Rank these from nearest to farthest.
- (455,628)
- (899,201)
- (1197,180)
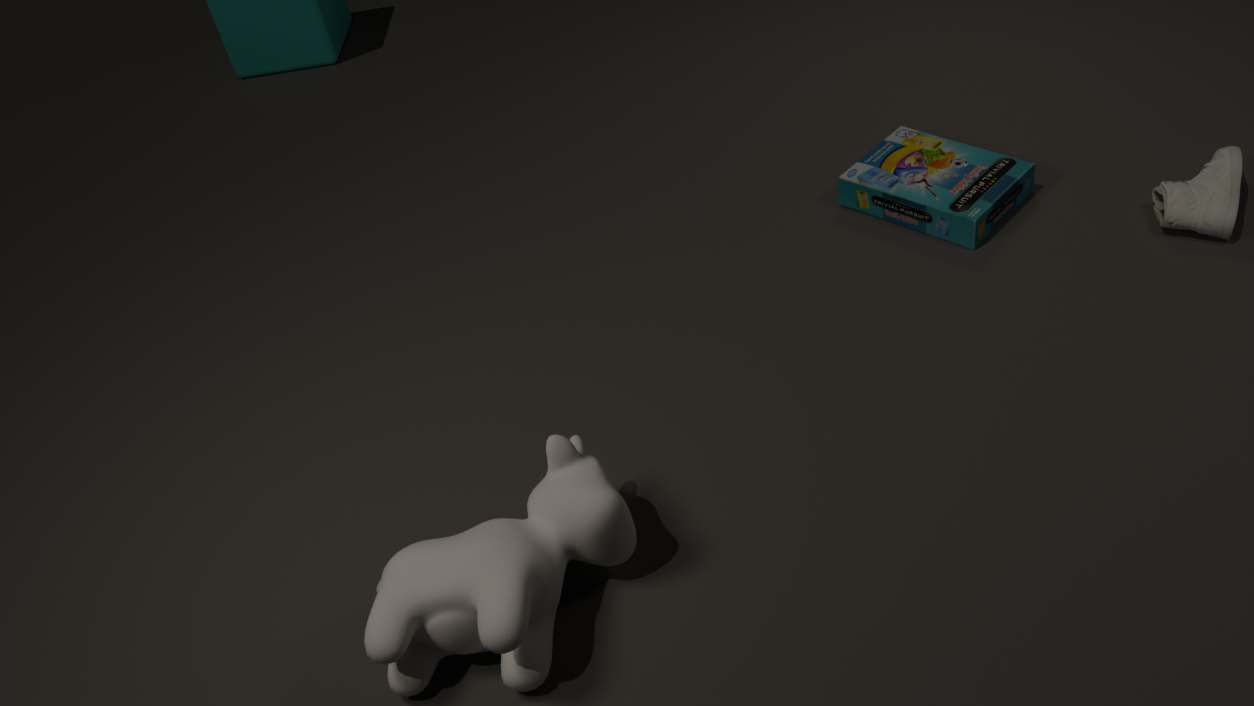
(455,628) < (1197,180) < (899,201)
